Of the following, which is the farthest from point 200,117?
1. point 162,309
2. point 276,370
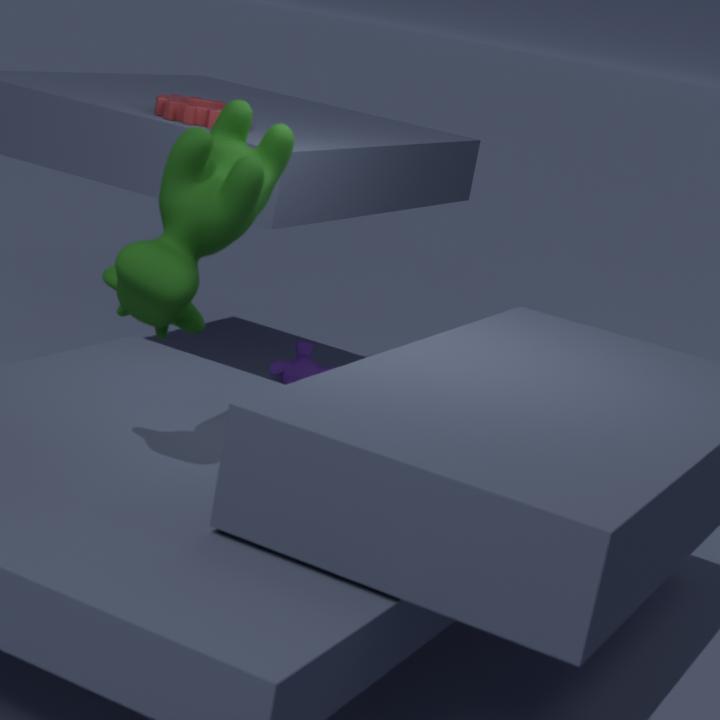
point 276,370
